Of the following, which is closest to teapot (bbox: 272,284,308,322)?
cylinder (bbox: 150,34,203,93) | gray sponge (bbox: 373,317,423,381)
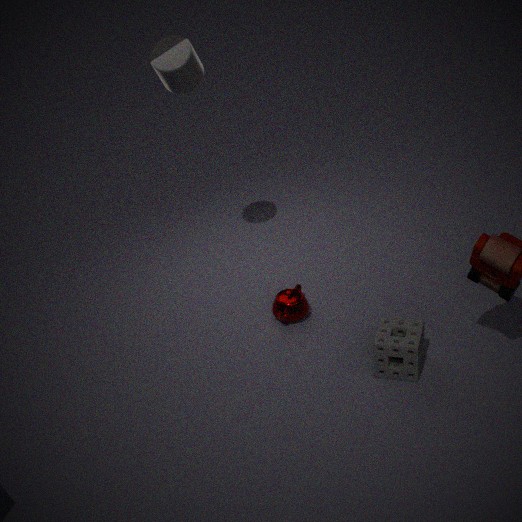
gray sponge (bbox: 373,317,423,381)
